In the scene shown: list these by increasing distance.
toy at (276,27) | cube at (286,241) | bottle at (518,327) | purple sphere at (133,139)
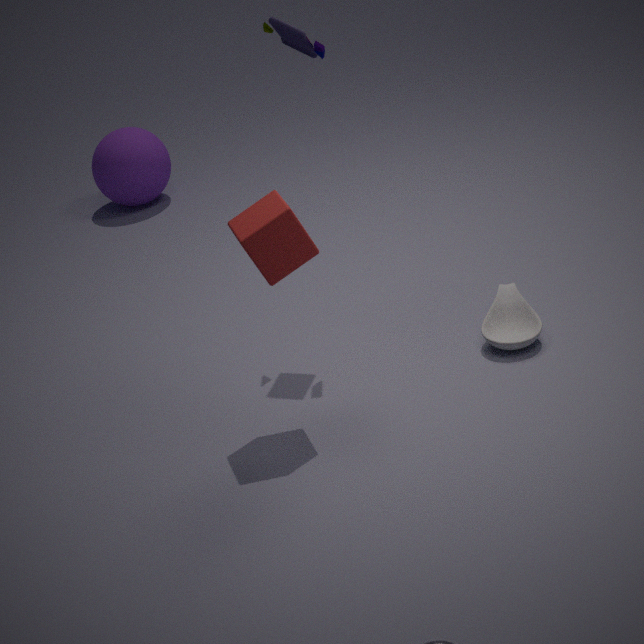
cube at (286,241) < toy at (276,27) < bottle at (518,327) < purple sphere at (133,139)
